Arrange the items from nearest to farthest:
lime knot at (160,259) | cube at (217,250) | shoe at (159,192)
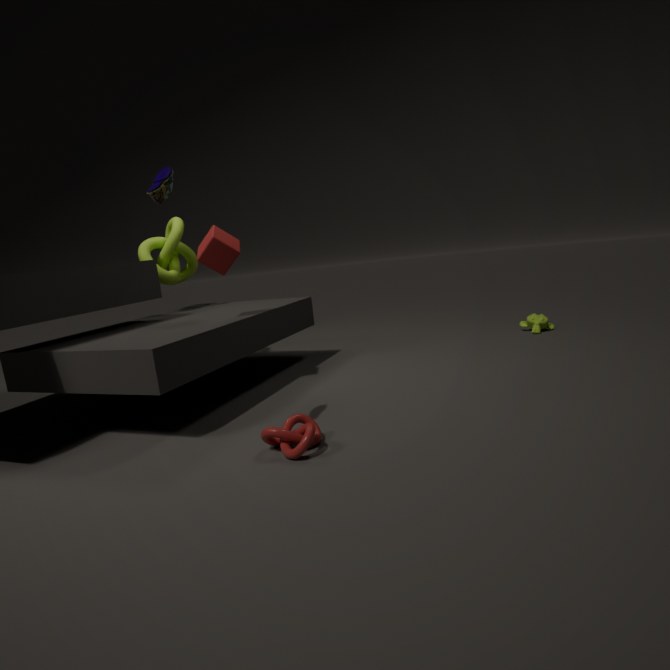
1. shoe at (159,192)
2. cube at (217,250)
3. lime knot at (160,259)
